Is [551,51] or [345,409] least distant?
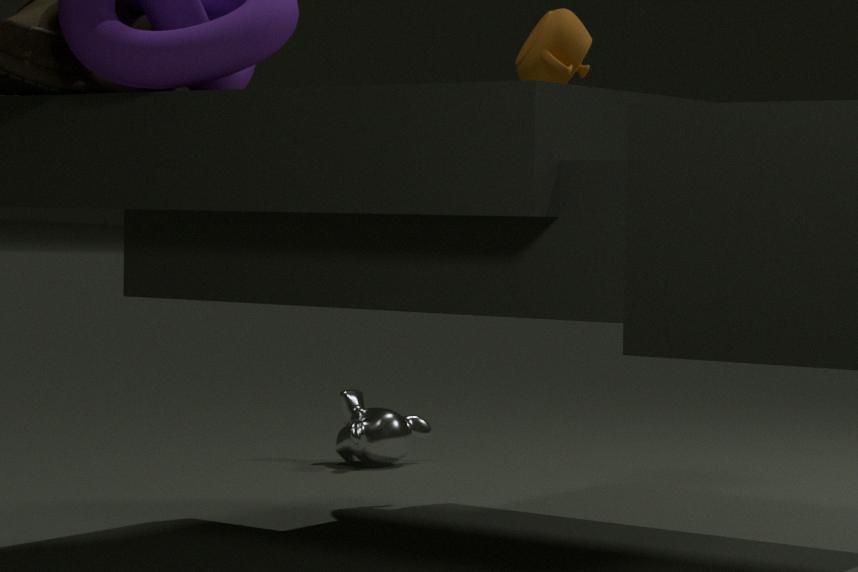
[551,51]
